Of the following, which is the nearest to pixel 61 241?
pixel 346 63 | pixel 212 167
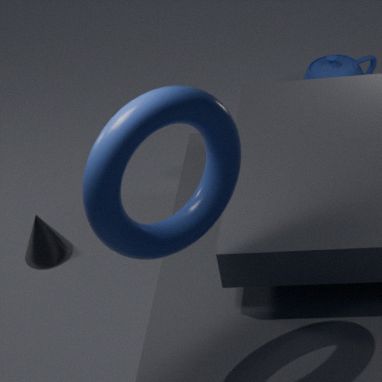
pixel 212 167
